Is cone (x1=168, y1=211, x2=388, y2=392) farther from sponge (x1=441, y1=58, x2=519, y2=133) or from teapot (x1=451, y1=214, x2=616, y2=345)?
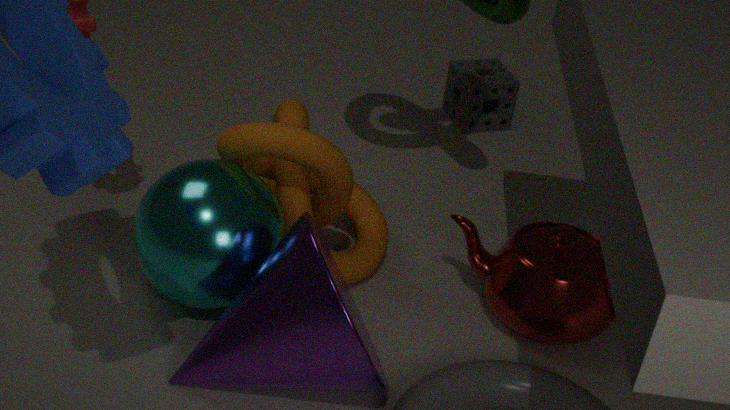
sponge (x1=441, y1=58, x2=519, y2=133)
